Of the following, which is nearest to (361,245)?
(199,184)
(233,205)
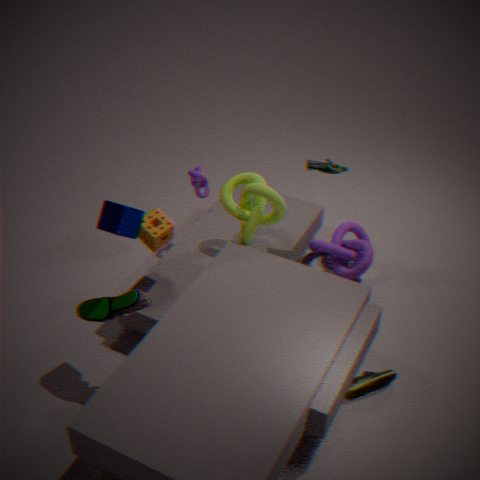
(233,205)
